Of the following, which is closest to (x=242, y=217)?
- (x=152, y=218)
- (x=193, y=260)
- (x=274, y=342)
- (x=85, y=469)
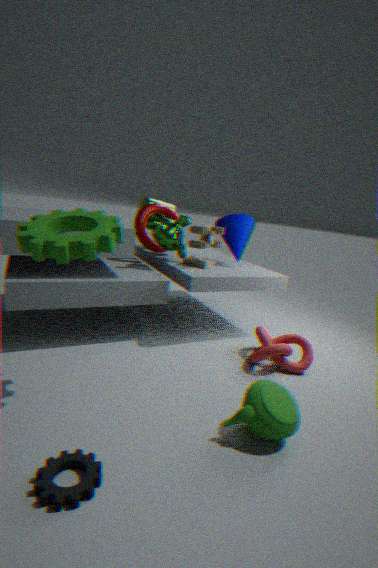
(x=193, y=260)
